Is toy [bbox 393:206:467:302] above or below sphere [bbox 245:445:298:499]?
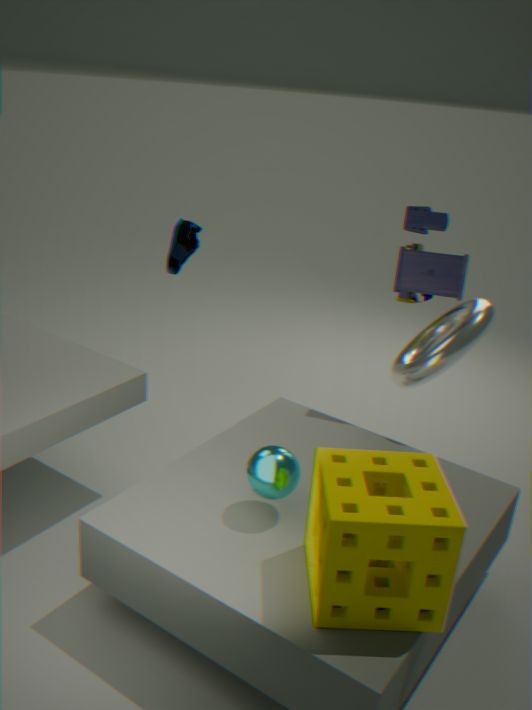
above
